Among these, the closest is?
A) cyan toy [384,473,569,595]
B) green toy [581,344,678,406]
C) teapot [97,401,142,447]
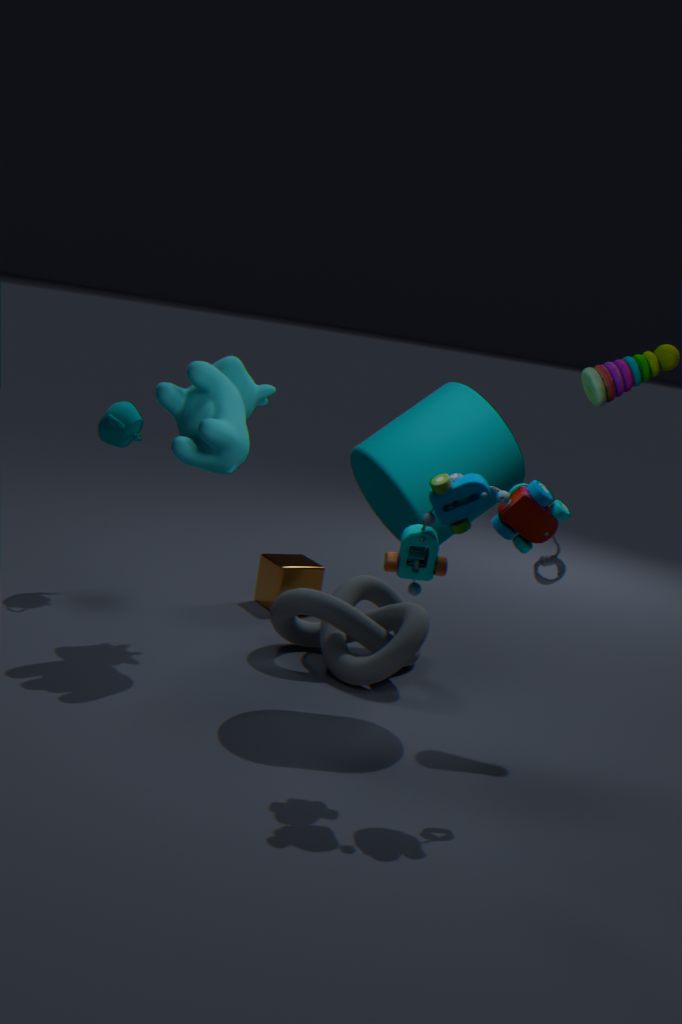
cyan toy [384,473,569,595]
